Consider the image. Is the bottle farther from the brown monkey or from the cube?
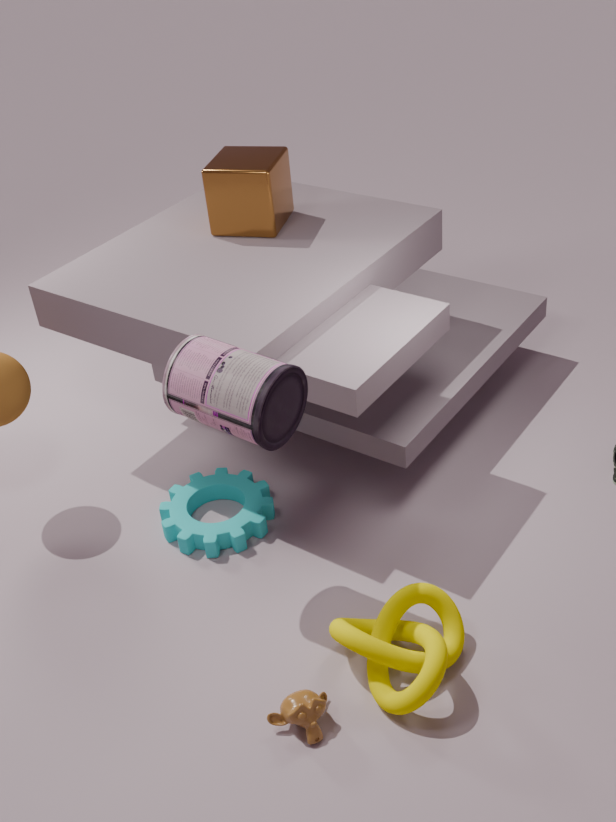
the cube
